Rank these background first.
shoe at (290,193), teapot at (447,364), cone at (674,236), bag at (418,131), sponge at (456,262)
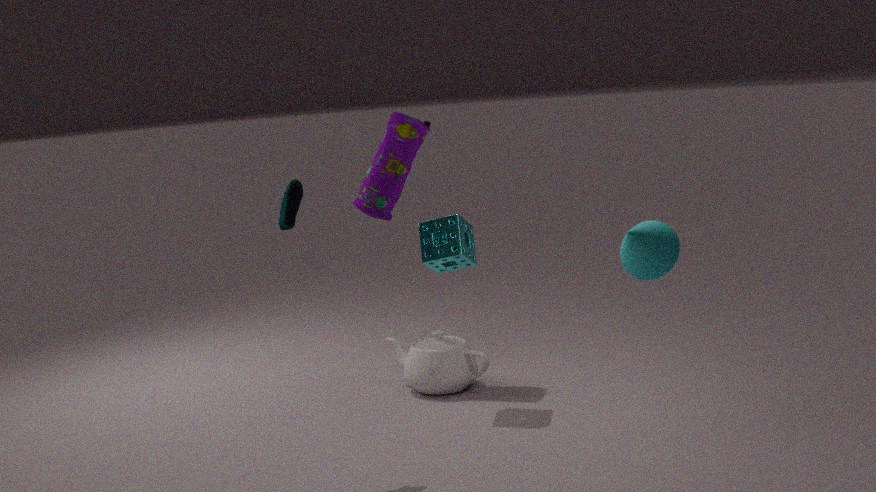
bag at (418,131) < teapot at (447,364) < sponge at (456,262) < shoe at (290,193) < cone at (674,236)
